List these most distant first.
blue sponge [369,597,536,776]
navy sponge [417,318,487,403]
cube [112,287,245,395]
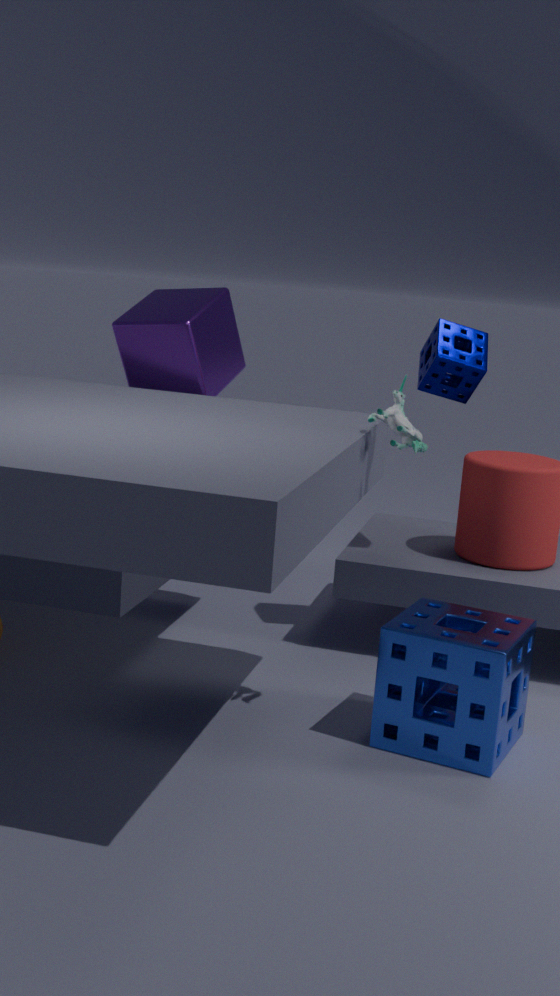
cube [112,287,245,395] < navy sponge [417,318,487,403] < blue sponge [369,597,536,776]
